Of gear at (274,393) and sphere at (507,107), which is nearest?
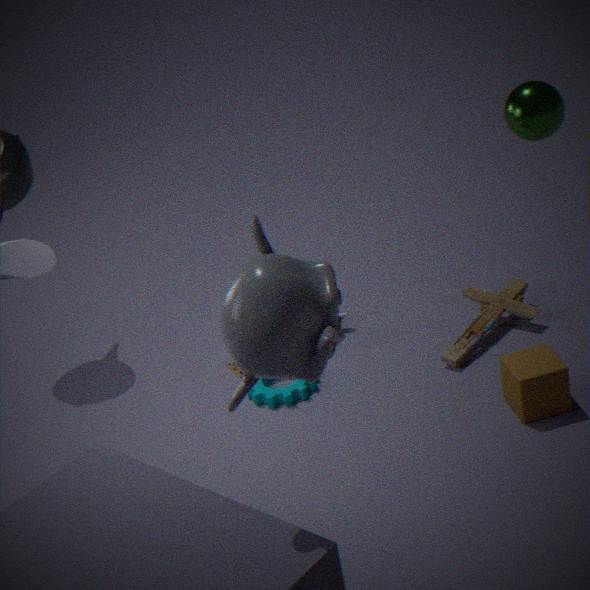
sphere at (507,107)
